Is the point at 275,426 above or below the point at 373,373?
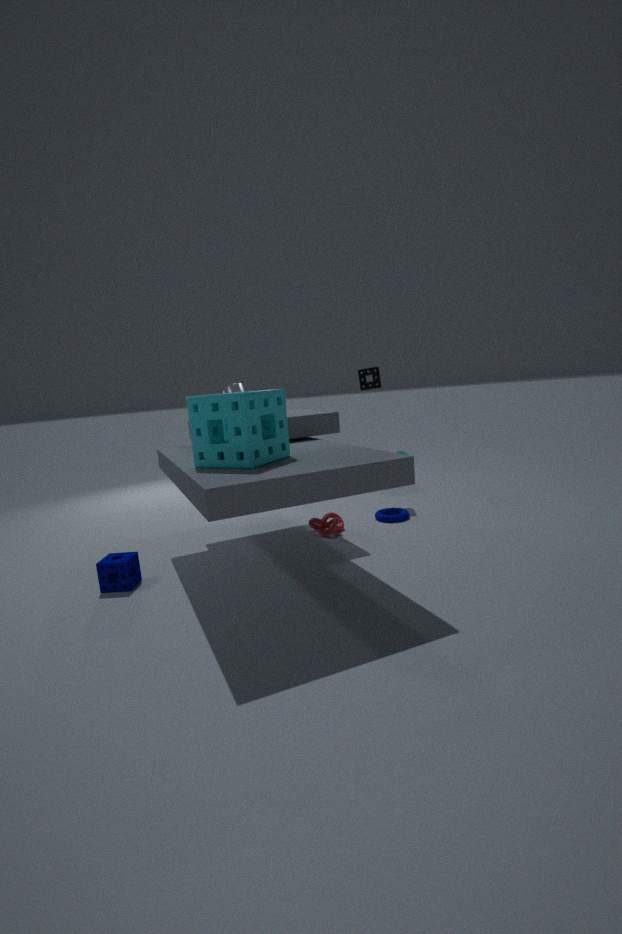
below
